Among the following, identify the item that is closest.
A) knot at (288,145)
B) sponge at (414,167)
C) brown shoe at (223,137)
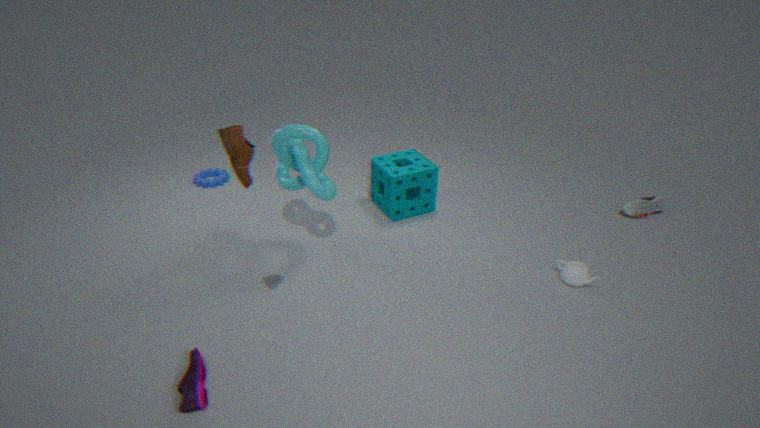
brown shoe at (223,137)
